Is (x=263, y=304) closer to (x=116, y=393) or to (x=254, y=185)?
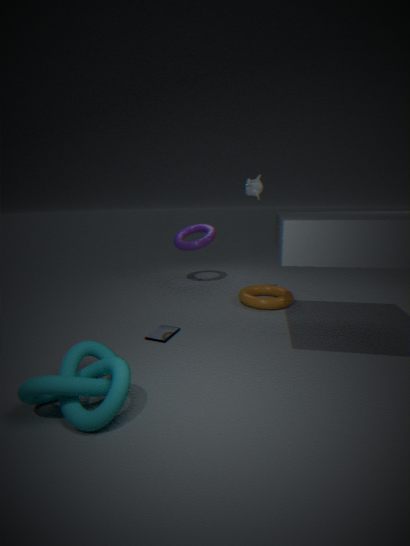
(x=254, y=185)
